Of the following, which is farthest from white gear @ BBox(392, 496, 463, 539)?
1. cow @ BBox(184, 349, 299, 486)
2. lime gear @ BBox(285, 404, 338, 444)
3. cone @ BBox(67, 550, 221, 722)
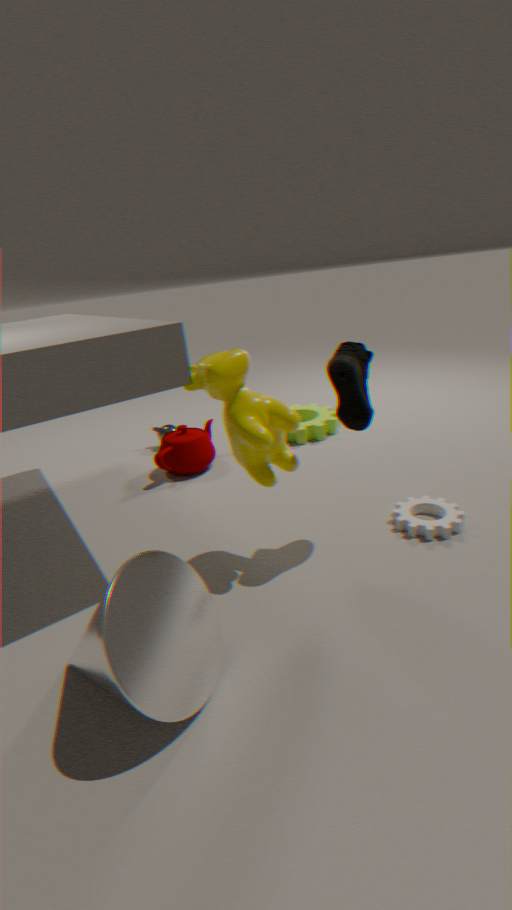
lime gear @ BBox(285, 404, 338, 444)
